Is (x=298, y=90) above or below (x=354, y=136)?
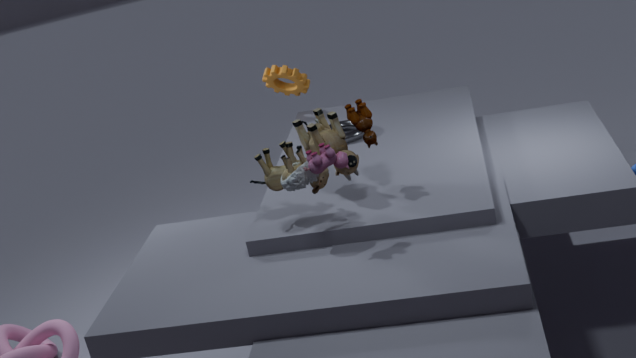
above
